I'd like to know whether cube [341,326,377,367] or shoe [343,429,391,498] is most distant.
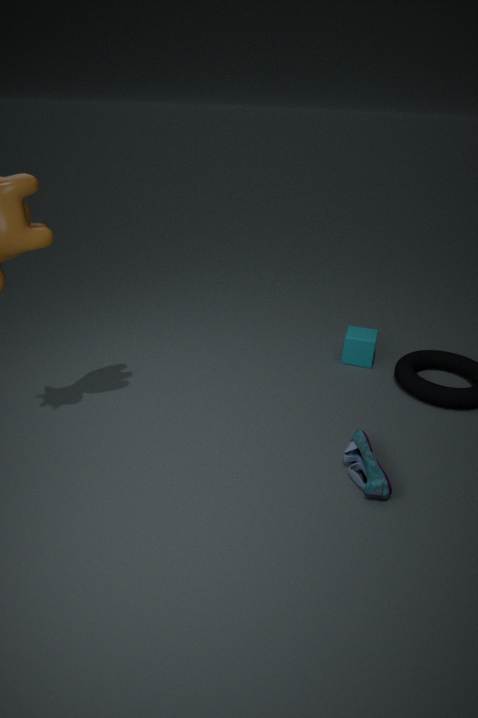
cube [341,326,377,367]
